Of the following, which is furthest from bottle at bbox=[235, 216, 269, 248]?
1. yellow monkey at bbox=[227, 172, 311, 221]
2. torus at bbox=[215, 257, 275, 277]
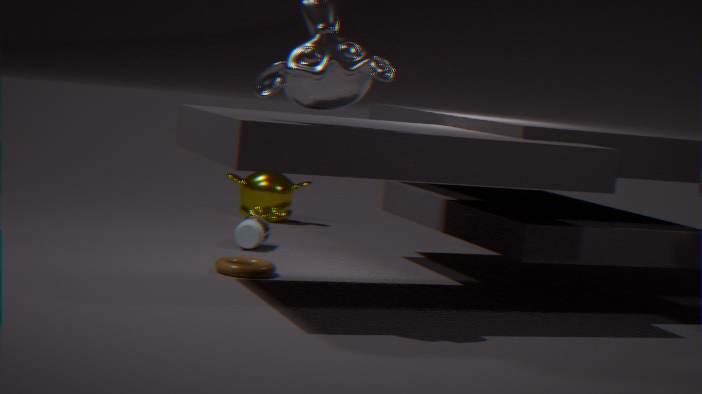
yellow monkey at bbox=[227, 172, 311, 221]
